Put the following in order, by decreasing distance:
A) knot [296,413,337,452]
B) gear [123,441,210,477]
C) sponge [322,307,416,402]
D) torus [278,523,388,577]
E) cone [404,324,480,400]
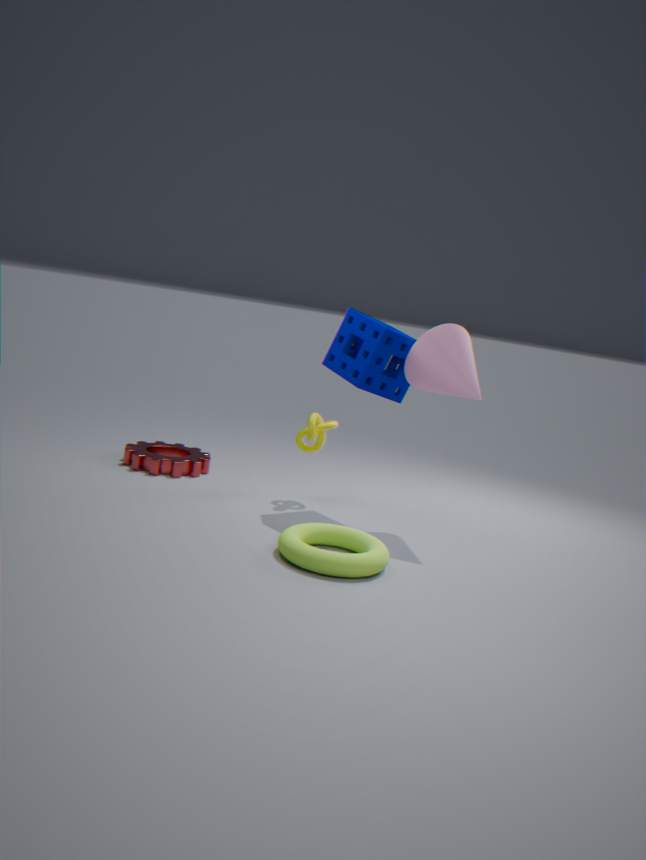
gear [123,441,210,477], knot [296,413,337,452], sponge [322,307,416,402], cone [404,324,480,400], torus [278,523,388,577]
